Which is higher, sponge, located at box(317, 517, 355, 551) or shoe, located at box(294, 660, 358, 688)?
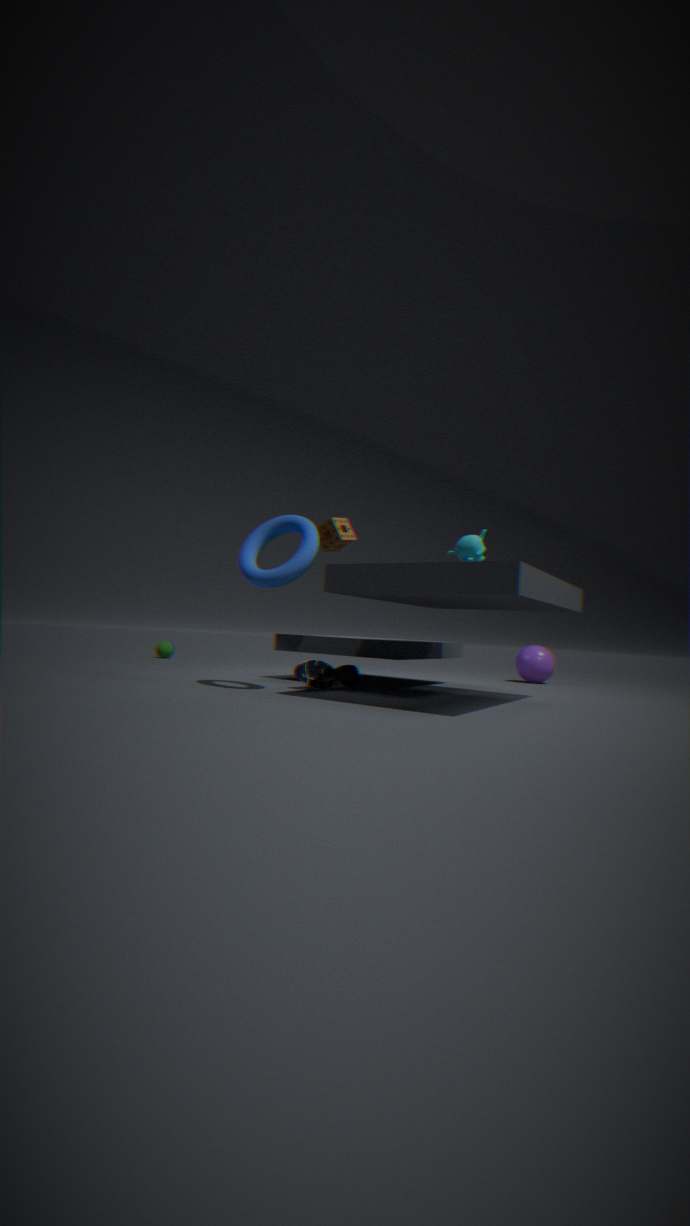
sponge, located at box(317, 517, 355, 551)
